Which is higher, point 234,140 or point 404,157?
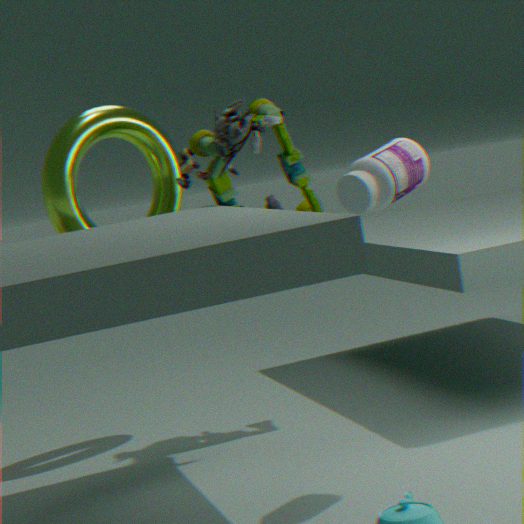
point 234,140
